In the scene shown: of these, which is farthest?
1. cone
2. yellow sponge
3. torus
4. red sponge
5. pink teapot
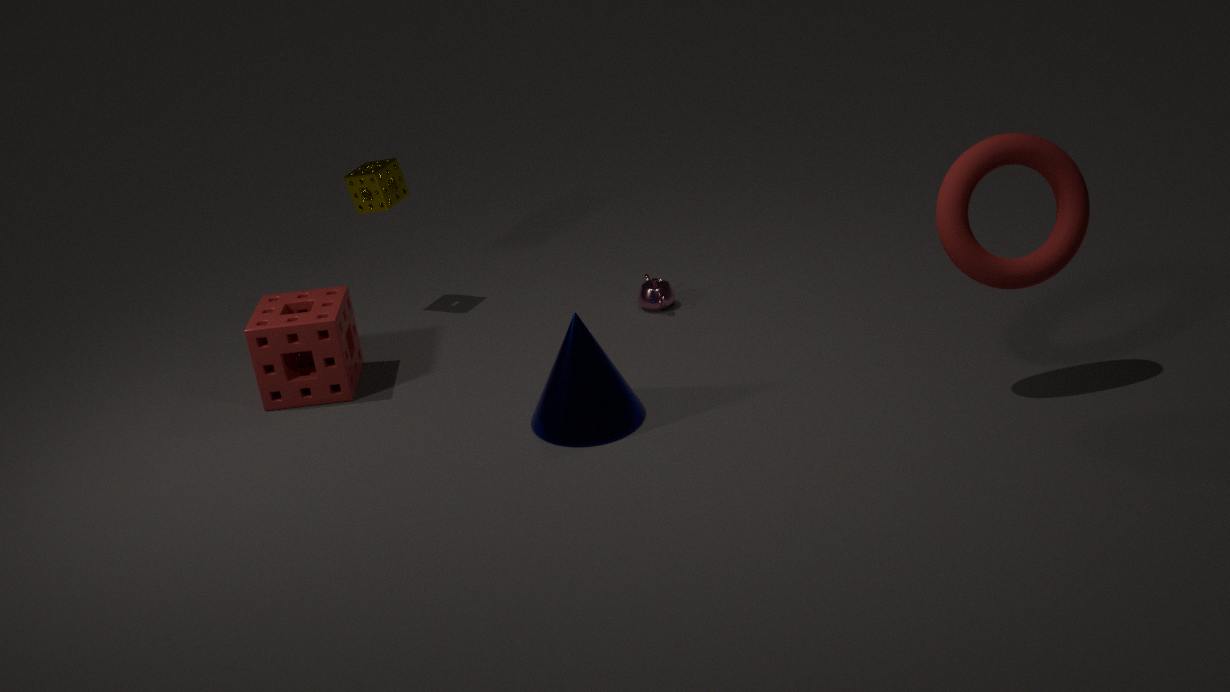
yellow sponge
